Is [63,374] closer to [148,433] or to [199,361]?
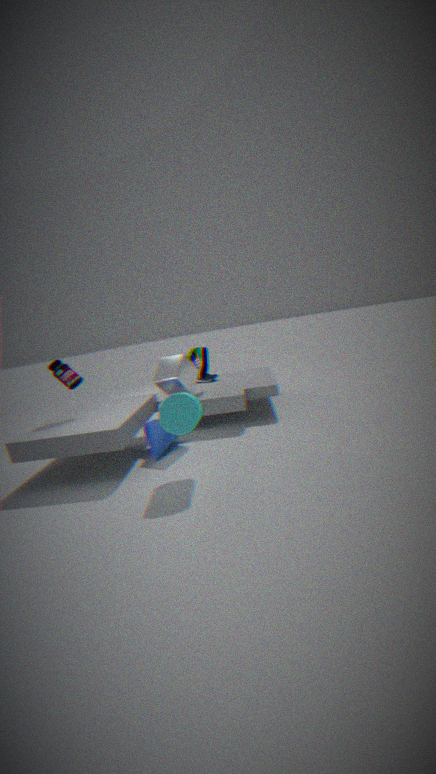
[148,433]
